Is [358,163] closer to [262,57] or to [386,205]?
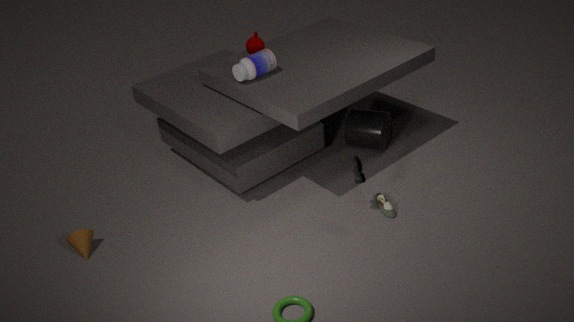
[386,205]
